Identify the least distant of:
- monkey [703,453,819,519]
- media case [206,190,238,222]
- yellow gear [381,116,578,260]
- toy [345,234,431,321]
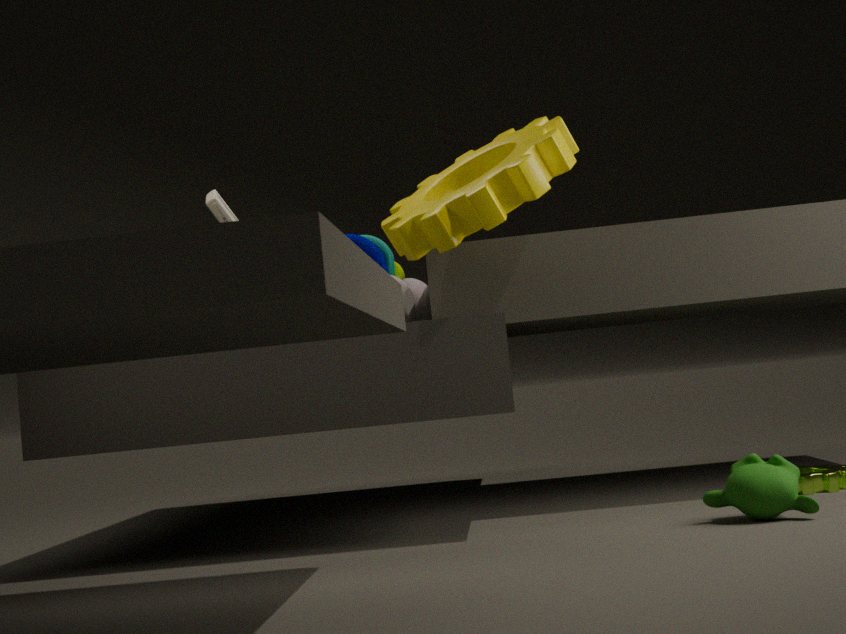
monkey [703,453,819,519]
